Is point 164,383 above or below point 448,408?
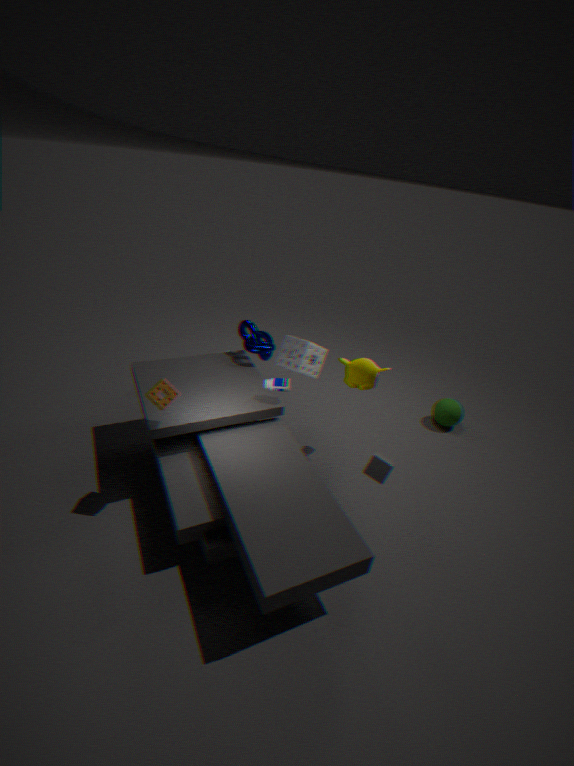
above
